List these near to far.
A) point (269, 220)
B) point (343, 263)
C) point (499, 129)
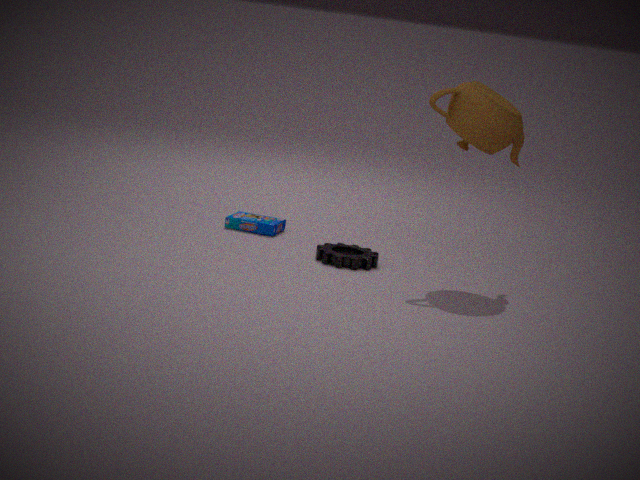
point (499, 129) → point (343, 263) → point (269, 220)
